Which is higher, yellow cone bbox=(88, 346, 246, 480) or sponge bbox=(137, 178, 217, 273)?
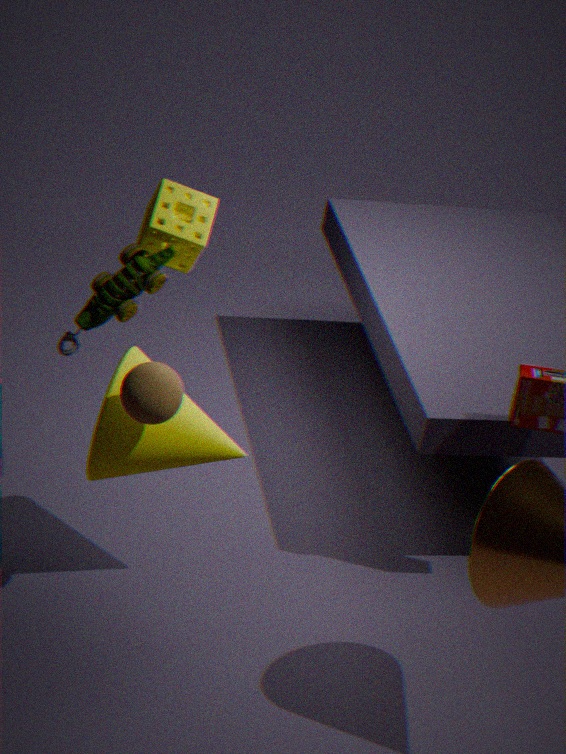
sponge bbox=(137, 178, 217, 273)
